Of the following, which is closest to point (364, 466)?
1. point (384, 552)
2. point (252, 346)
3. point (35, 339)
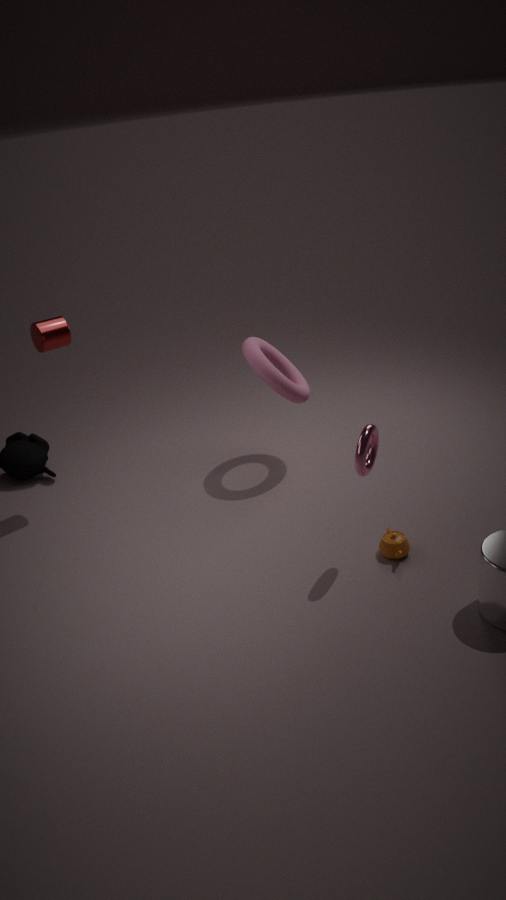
point (384, 552)
